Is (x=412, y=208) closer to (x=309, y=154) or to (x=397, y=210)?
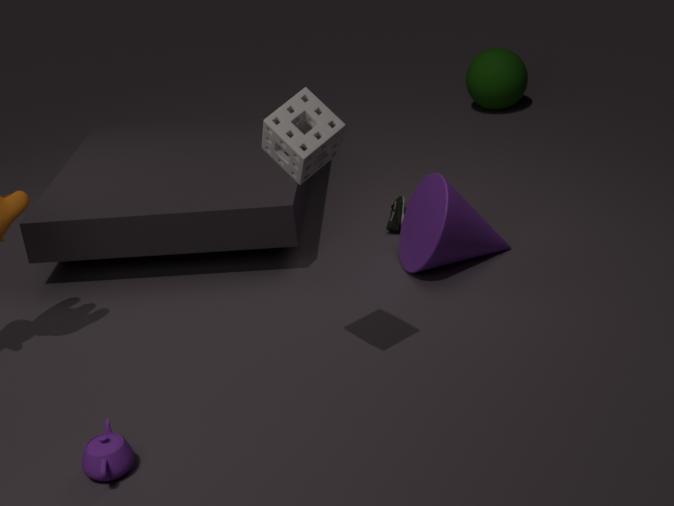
(x=397, y=210)
